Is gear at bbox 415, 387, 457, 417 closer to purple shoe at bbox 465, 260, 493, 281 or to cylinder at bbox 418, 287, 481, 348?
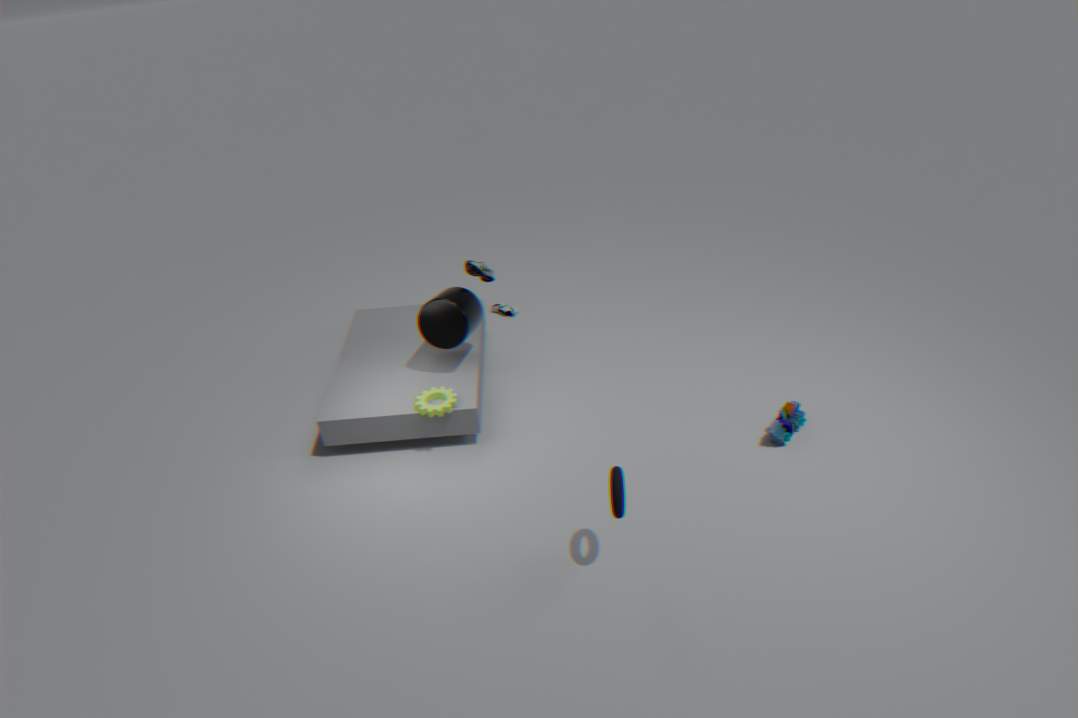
cylinder at bbox 418, 287, 481, 348
